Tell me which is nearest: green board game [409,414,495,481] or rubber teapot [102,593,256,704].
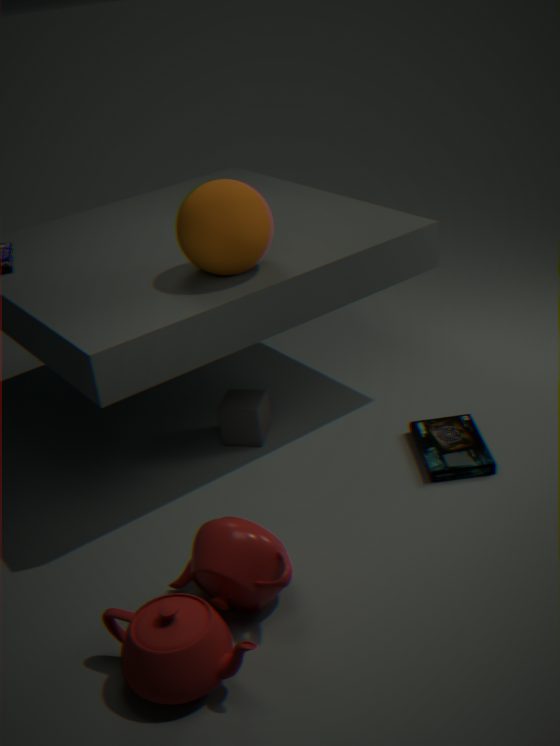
rubber teapot [102,593,256,704]
